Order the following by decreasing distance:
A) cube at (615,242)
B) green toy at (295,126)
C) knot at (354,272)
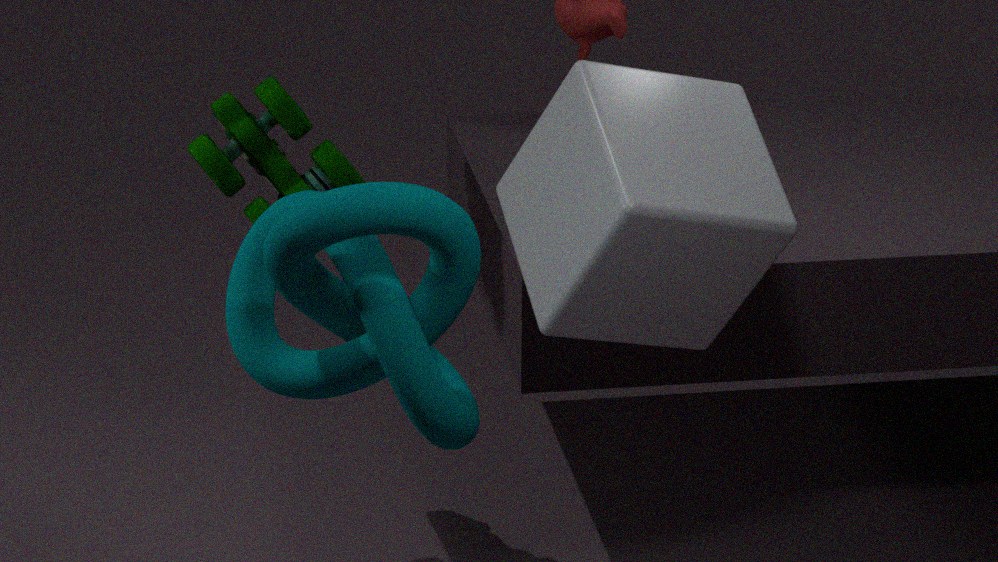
B. green toy at (295,126) < A. cube at (615,242) < C. knot at (354,272)
